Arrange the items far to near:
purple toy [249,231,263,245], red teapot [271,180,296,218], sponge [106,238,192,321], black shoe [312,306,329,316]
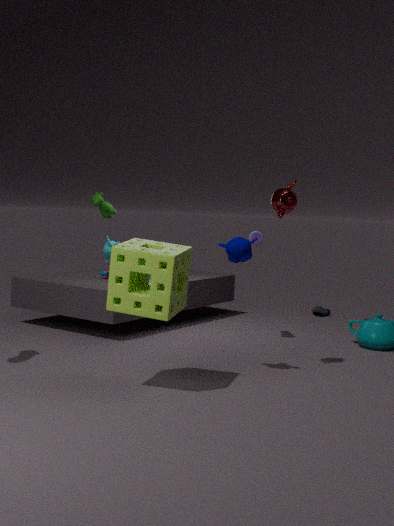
black shoe [312,306,329,316] < purple toy [249,231,263,245] < red teapot [271,180,296,218] < sponge [106,238,192,321]
